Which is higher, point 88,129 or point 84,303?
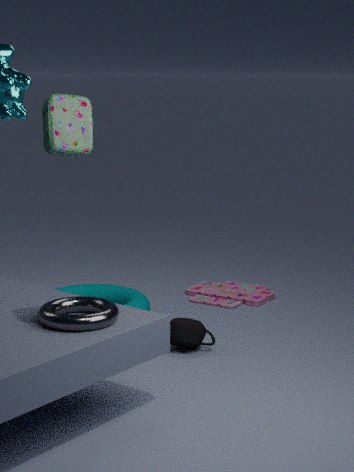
point 88,129
